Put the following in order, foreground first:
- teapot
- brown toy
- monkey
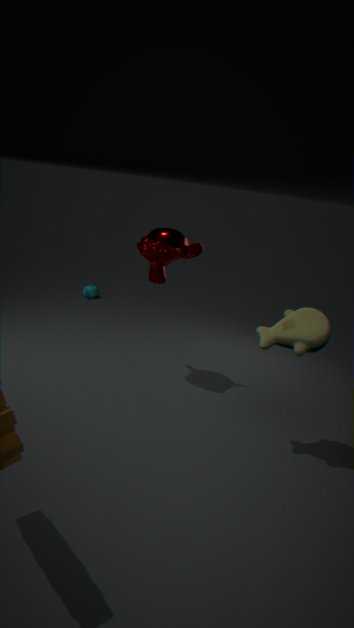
brown toy → monkey → teapot
